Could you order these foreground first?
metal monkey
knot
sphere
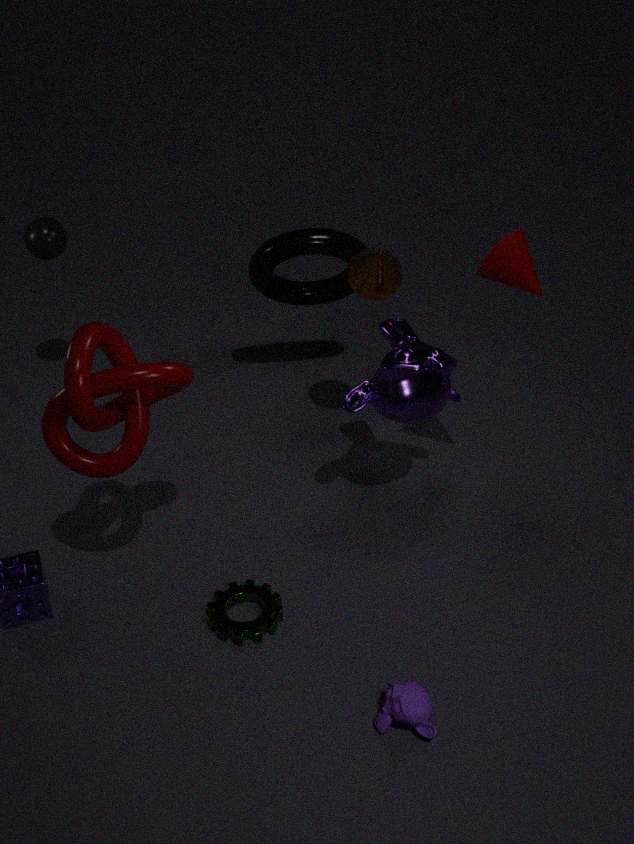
knot → metal monkey → sphere
